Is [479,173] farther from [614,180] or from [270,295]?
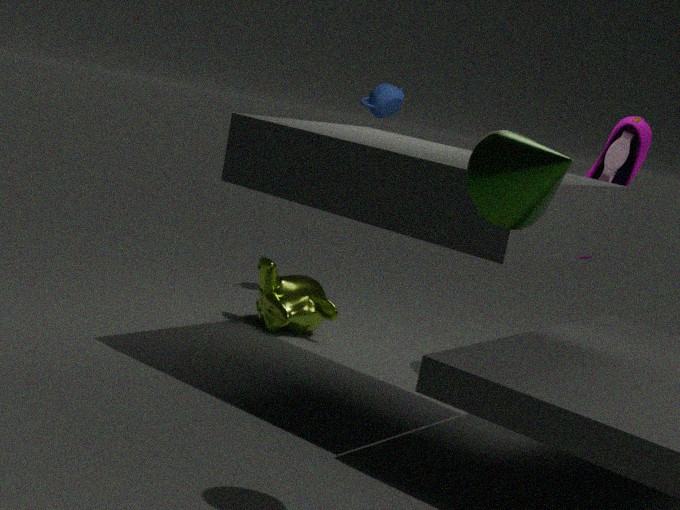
[270,295]
